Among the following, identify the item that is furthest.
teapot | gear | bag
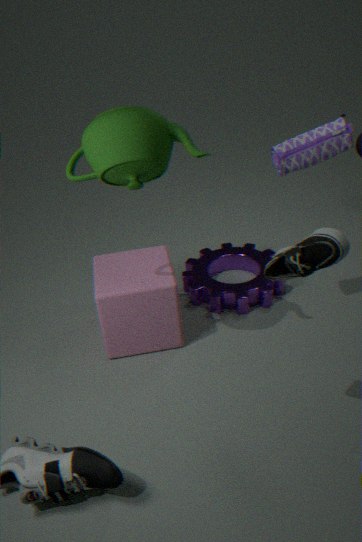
gear
